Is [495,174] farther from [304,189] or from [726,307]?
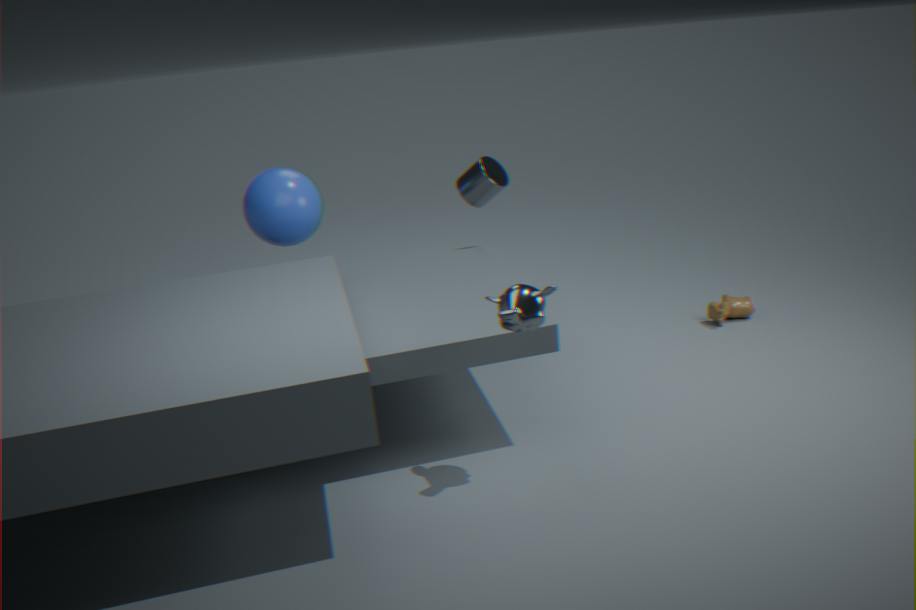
[726,307]
